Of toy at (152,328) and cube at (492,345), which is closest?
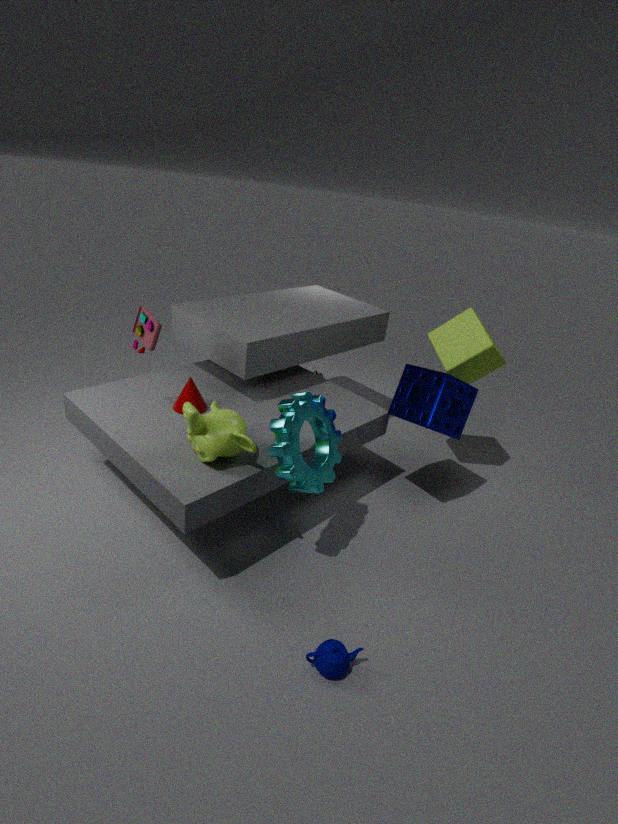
toy at (152,328)
